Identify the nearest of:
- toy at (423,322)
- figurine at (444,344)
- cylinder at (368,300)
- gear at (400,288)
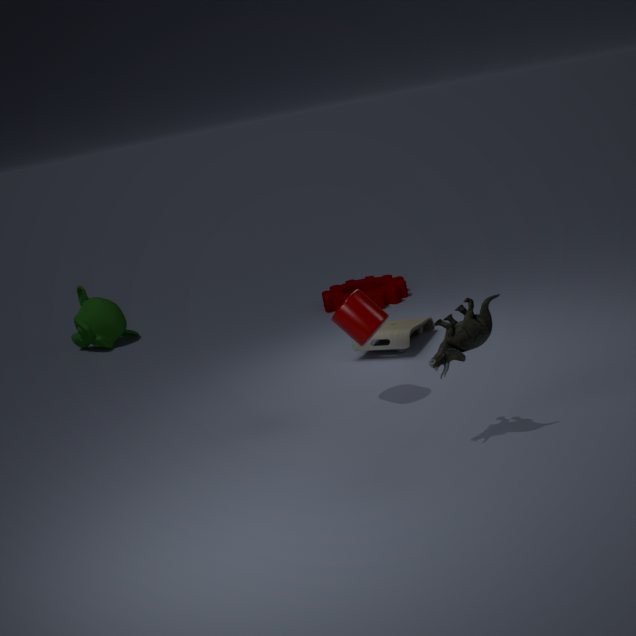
figurine at (444,344)
